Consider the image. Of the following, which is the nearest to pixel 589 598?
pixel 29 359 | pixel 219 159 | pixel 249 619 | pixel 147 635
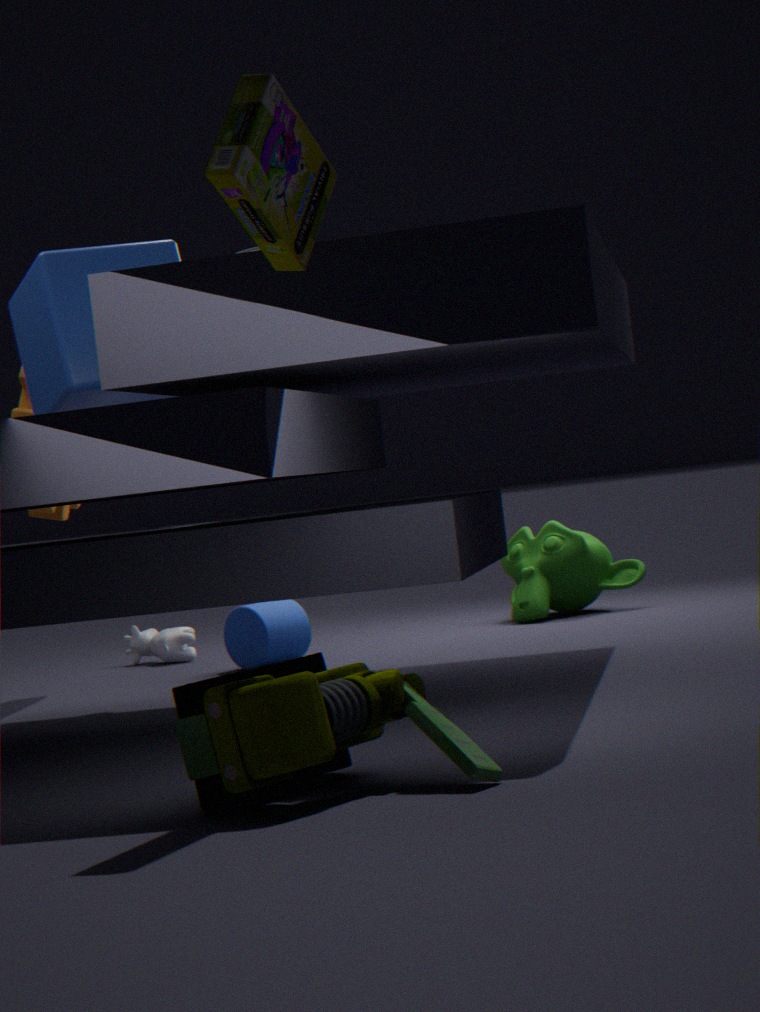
pixel 249 619
